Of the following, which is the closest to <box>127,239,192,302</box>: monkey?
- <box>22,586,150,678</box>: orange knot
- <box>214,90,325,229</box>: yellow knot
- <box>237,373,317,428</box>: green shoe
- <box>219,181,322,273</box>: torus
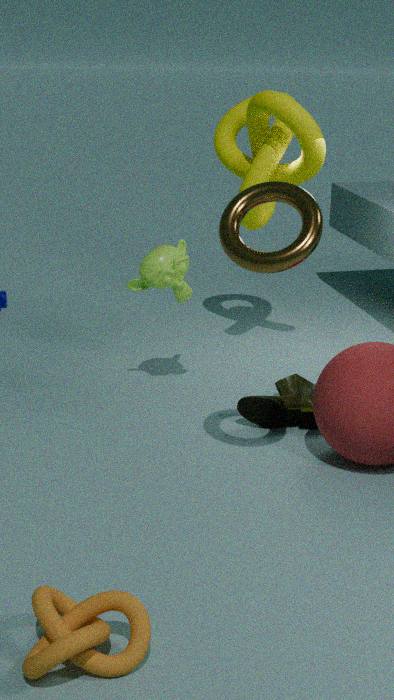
<box>214,90,325,229</box>: yellow knot
